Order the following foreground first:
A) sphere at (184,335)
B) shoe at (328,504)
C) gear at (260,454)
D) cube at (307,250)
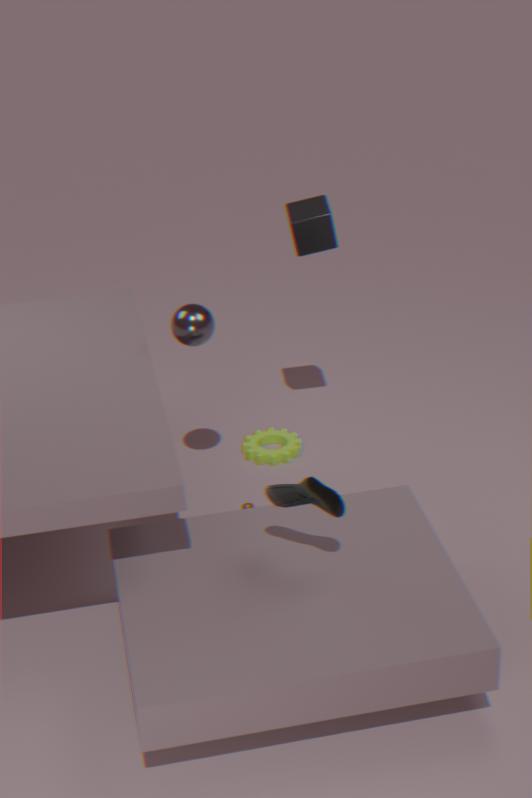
shoe at (328,504), sphere at (184,335), cube at (307,250), gear at (260,454)
